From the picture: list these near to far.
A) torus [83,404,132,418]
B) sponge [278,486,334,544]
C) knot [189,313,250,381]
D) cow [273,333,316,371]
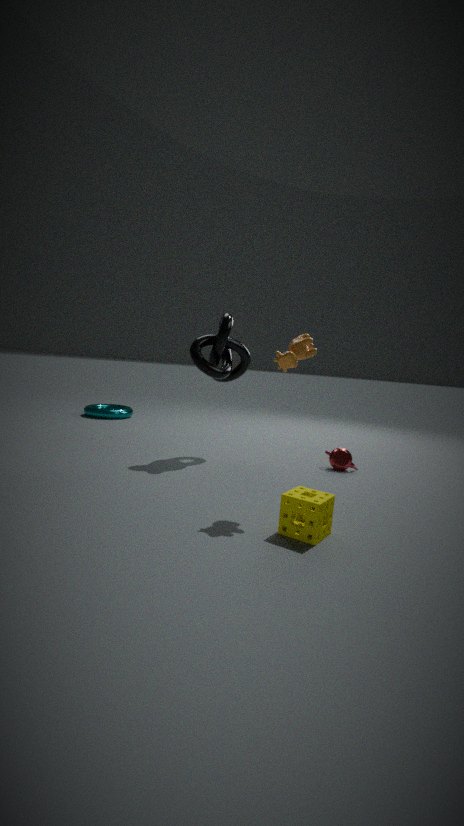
1. sponge [278,486,334,544]
2. cow [273,333,316,371]
3. knot [189,313,250,381]
4. torus [83,404,132,418]
